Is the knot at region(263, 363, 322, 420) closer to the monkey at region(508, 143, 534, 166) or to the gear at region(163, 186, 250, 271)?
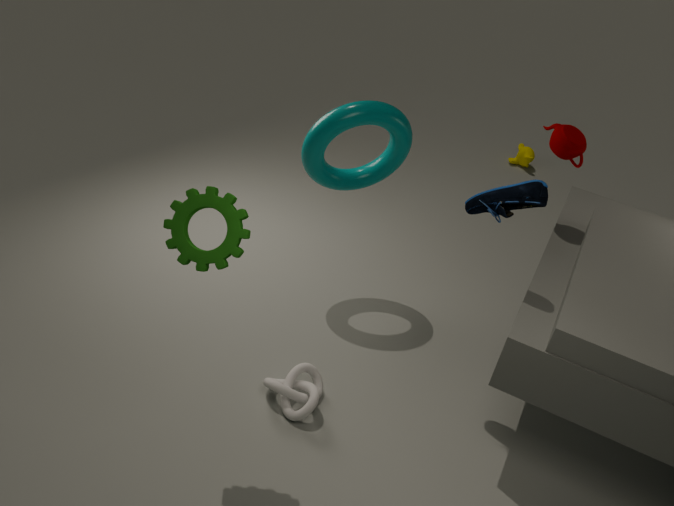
the gear at region(163, 186, 250, 271)
